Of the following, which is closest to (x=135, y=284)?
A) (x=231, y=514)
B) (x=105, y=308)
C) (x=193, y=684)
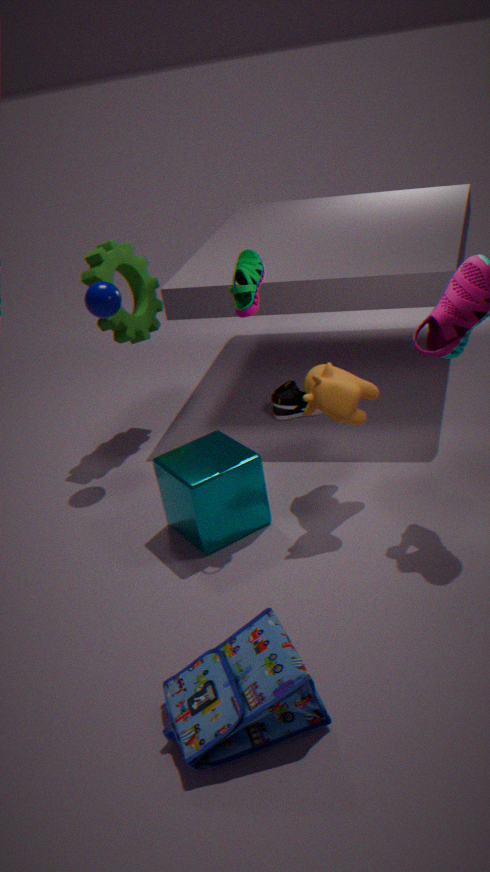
(x=105, y=308)
